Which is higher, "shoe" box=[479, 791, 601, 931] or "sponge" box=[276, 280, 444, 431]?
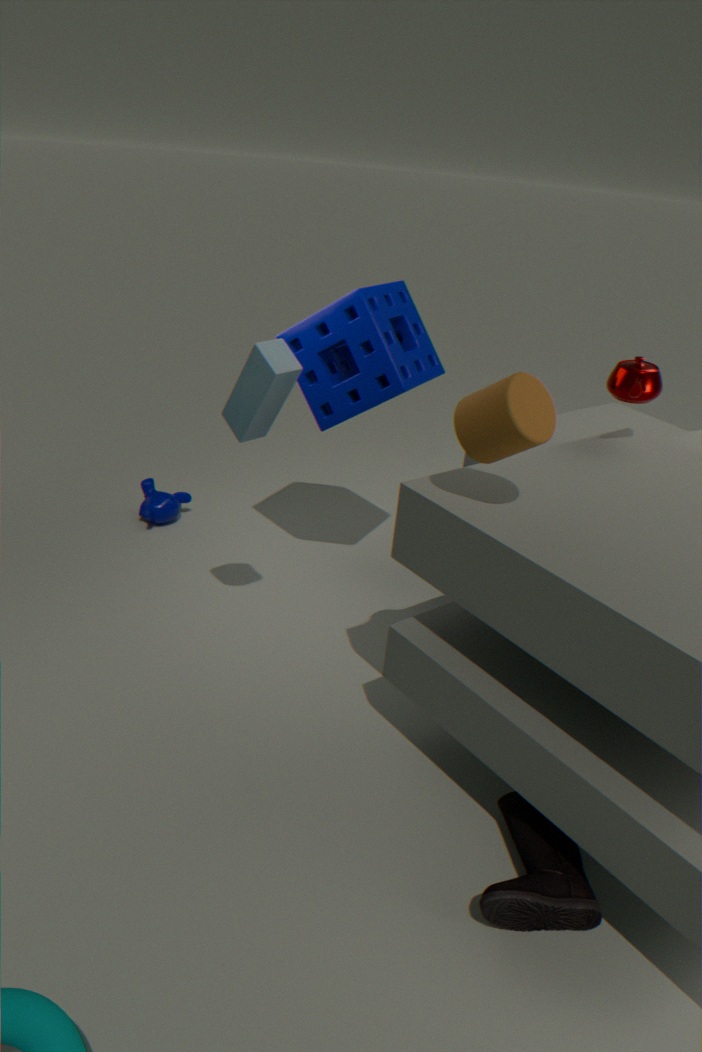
"sponge" box=[276, 280, 444, 431]
